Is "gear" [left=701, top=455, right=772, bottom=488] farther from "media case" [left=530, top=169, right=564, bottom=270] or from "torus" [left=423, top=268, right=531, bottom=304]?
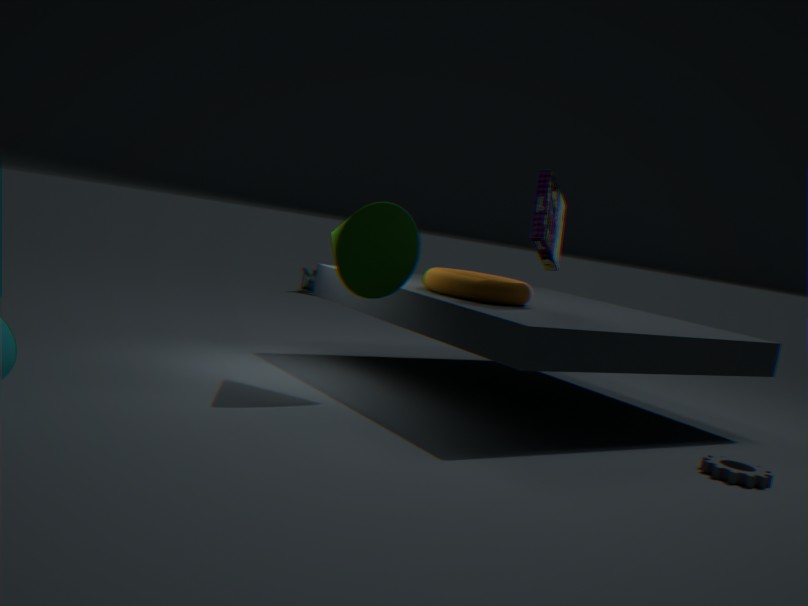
"media case" [left=530, top=169, right=564, bottom=270]
